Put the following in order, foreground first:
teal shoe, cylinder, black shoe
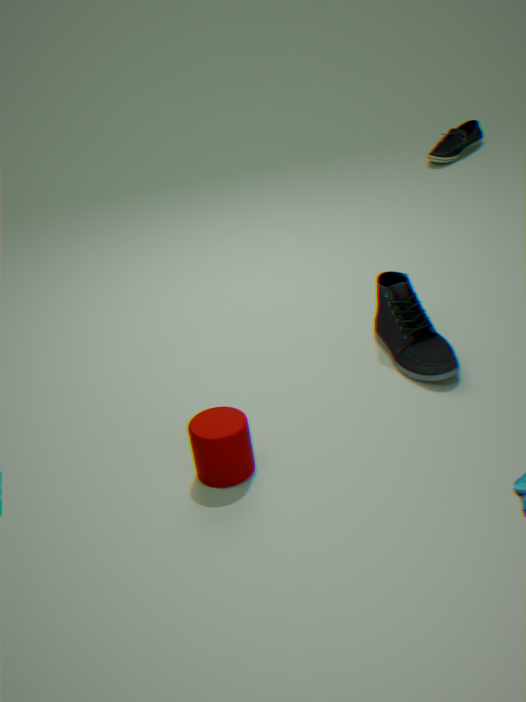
1. cylinder
2. black shoe
3. teal shoe
